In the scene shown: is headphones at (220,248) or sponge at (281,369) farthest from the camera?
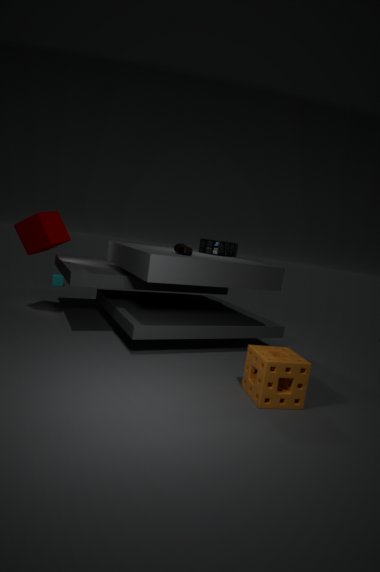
headphones at (220,248)
